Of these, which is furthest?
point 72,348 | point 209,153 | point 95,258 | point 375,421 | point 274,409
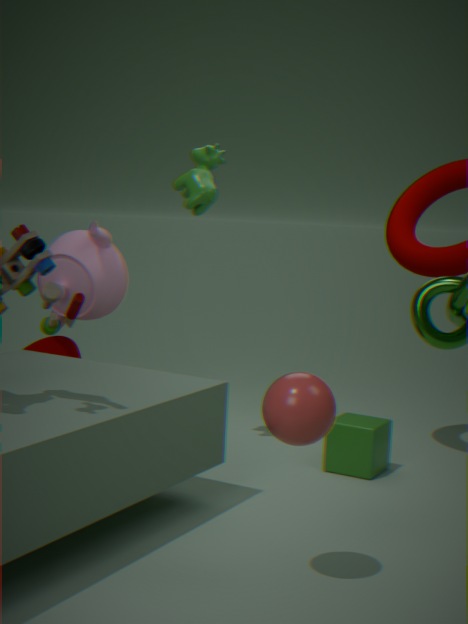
point 72,348
